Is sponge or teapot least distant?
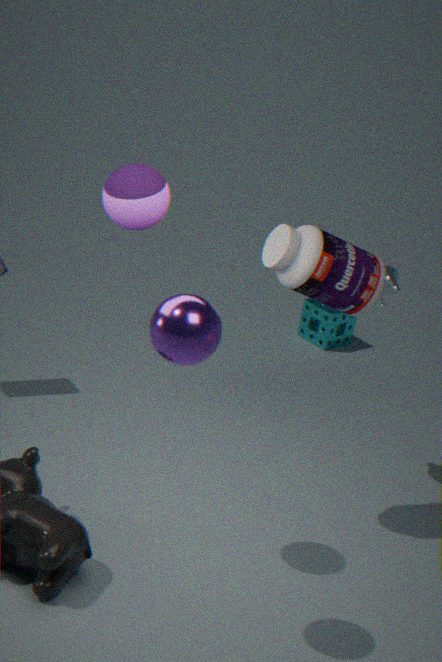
teapot
